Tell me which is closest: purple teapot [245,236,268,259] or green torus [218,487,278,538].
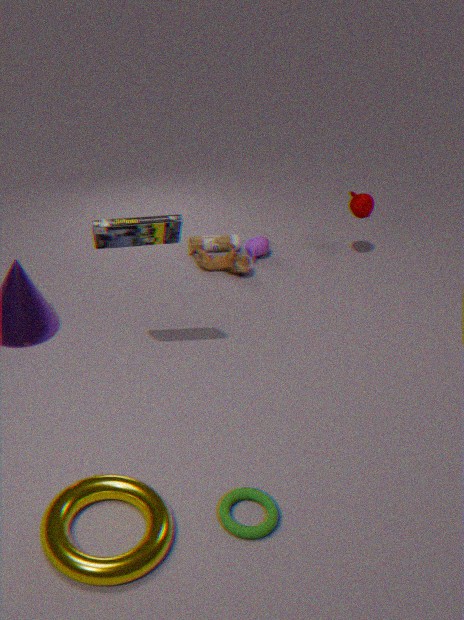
green torus [218,487,278,538]
